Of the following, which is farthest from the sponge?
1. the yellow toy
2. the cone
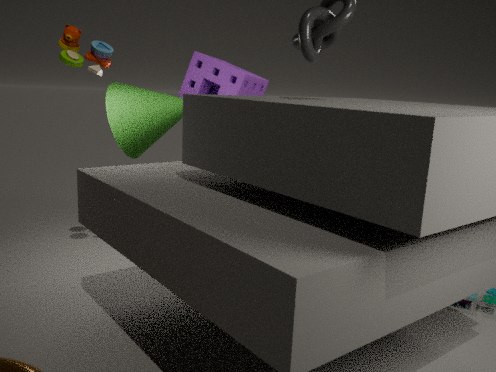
the yellow toy
